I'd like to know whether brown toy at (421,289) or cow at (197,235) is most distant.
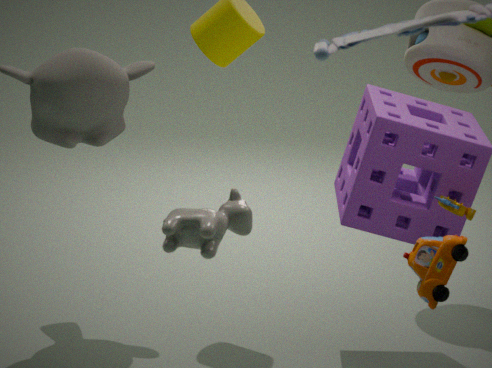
brown toy at (421,289)
